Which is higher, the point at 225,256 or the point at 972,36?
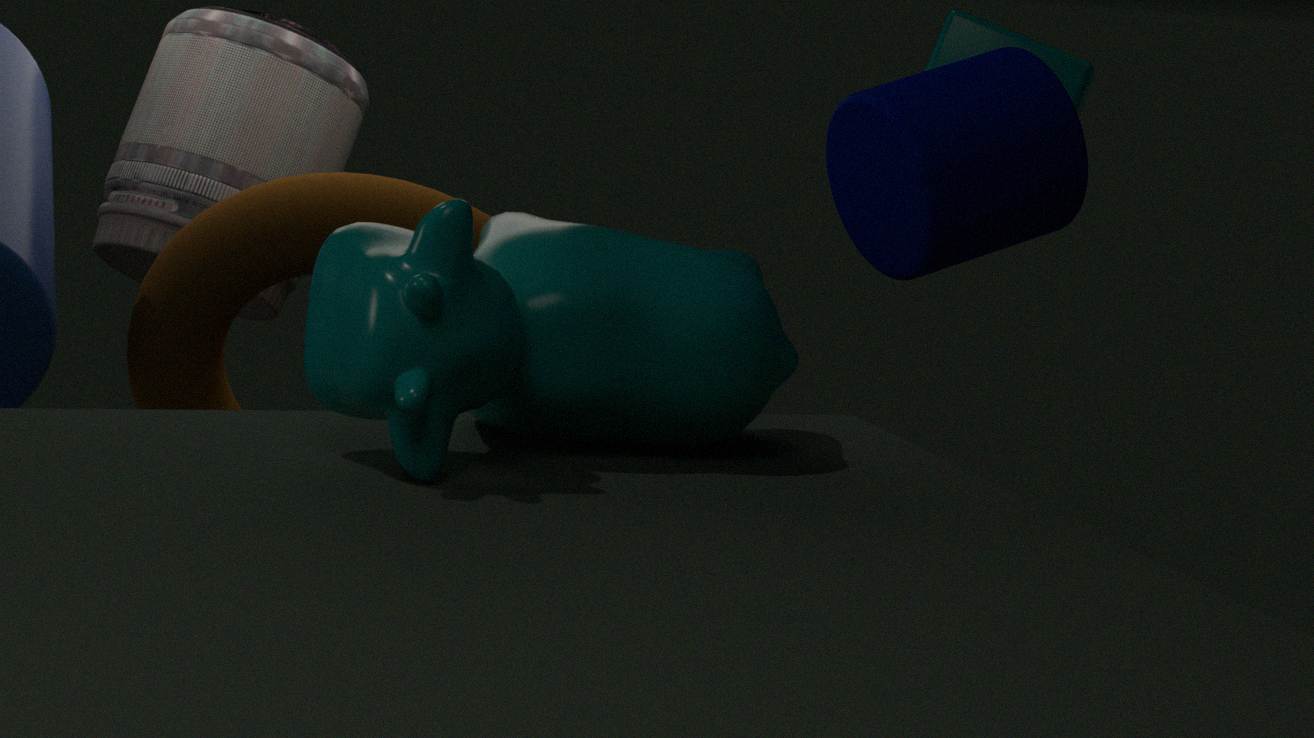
the point at 972,36
